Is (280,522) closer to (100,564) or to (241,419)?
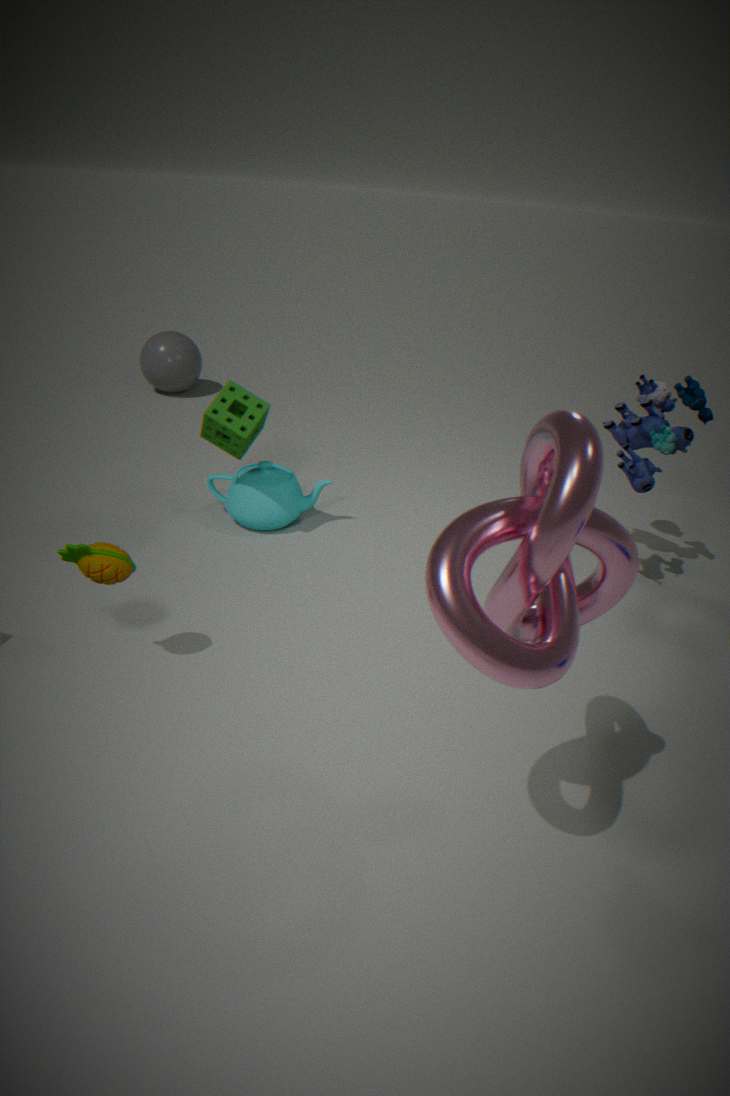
(241,419)
